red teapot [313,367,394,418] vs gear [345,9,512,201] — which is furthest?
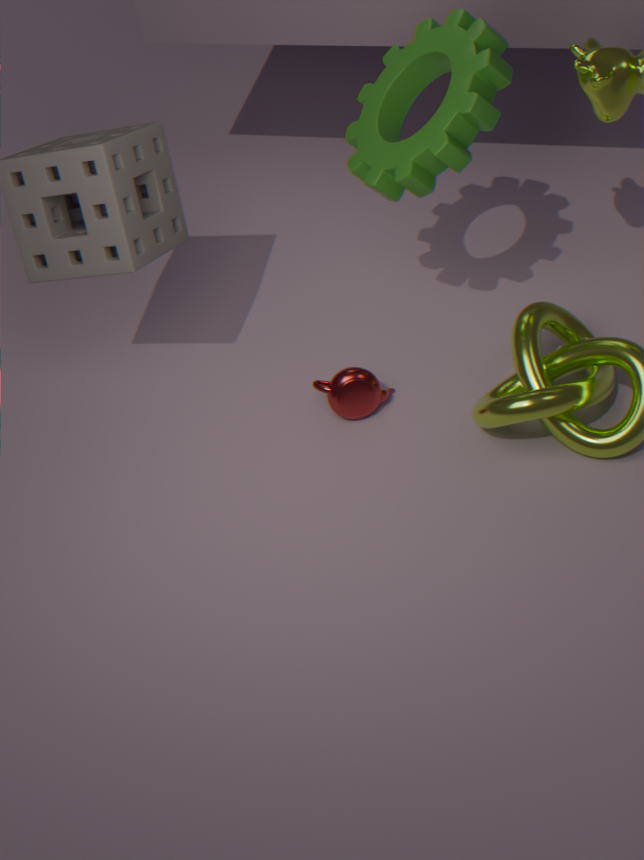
red teapot [313,367,394,418]
